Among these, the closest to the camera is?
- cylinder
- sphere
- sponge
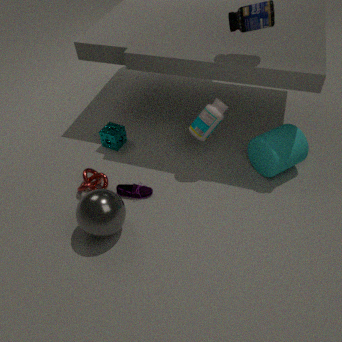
sphere
